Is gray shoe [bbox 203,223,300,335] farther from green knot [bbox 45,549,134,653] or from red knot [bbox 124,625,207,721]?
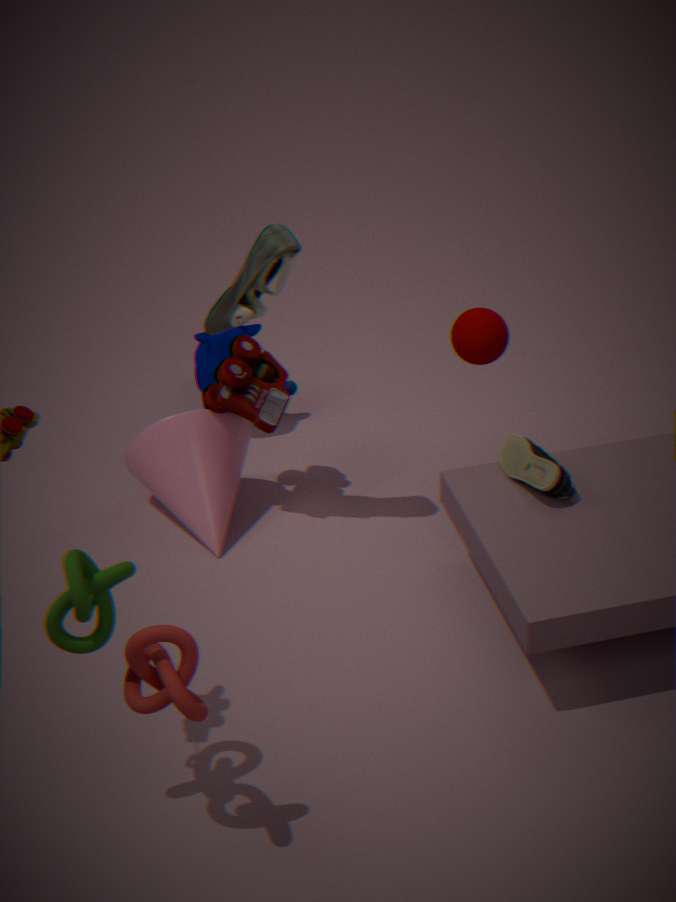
red knot [bbox 124,625,207,721]
